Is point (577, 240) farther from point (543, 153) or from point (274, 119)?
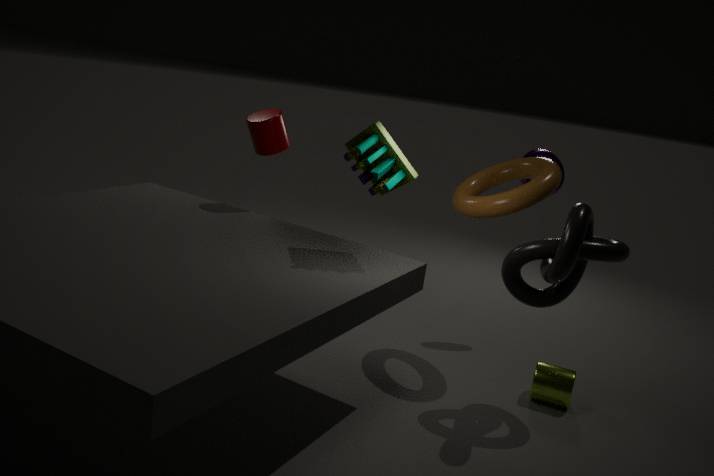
point (274, 119)
